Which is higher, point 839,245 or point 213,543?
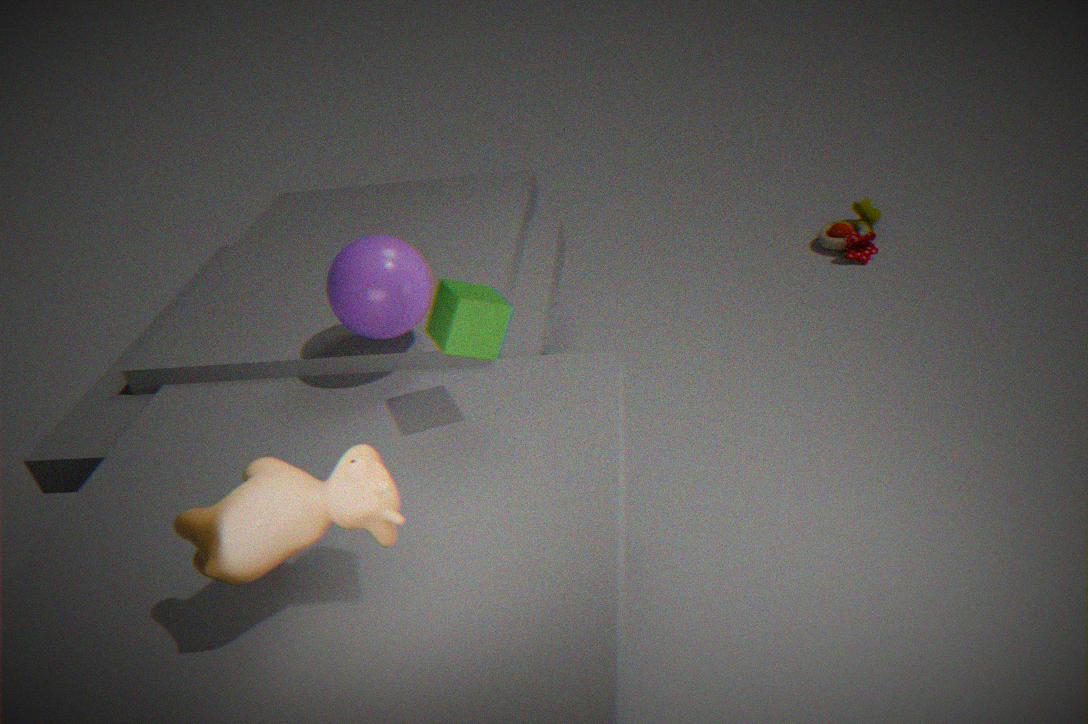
point 213,543
